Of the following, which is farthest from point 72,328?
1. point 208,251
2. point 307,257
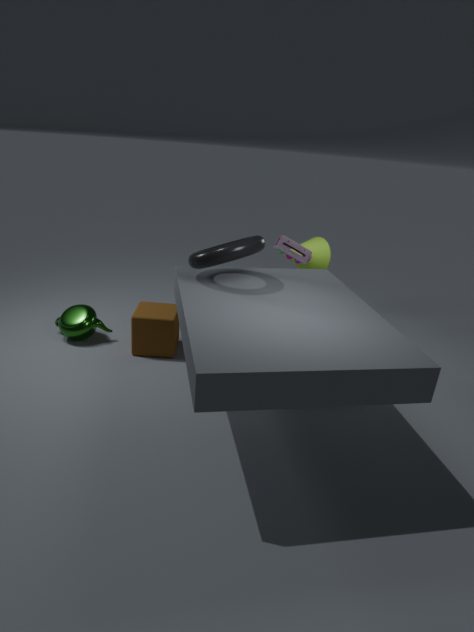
point 307,257
